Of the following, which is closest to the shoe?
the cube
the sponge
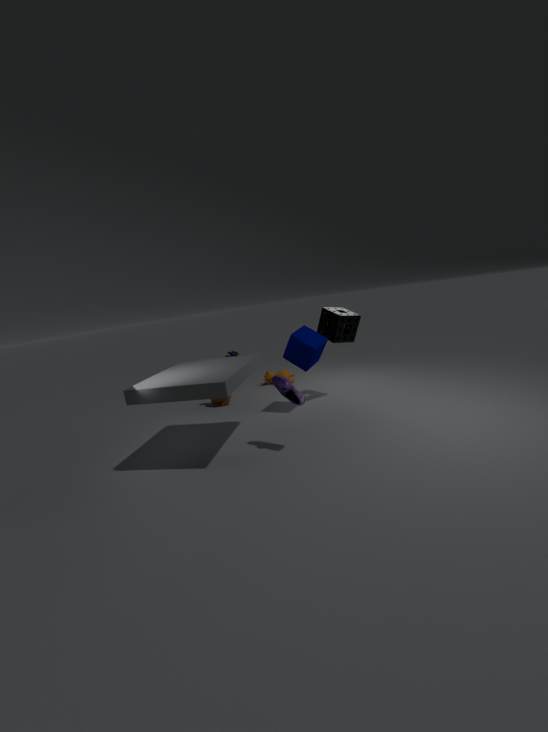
the cube
